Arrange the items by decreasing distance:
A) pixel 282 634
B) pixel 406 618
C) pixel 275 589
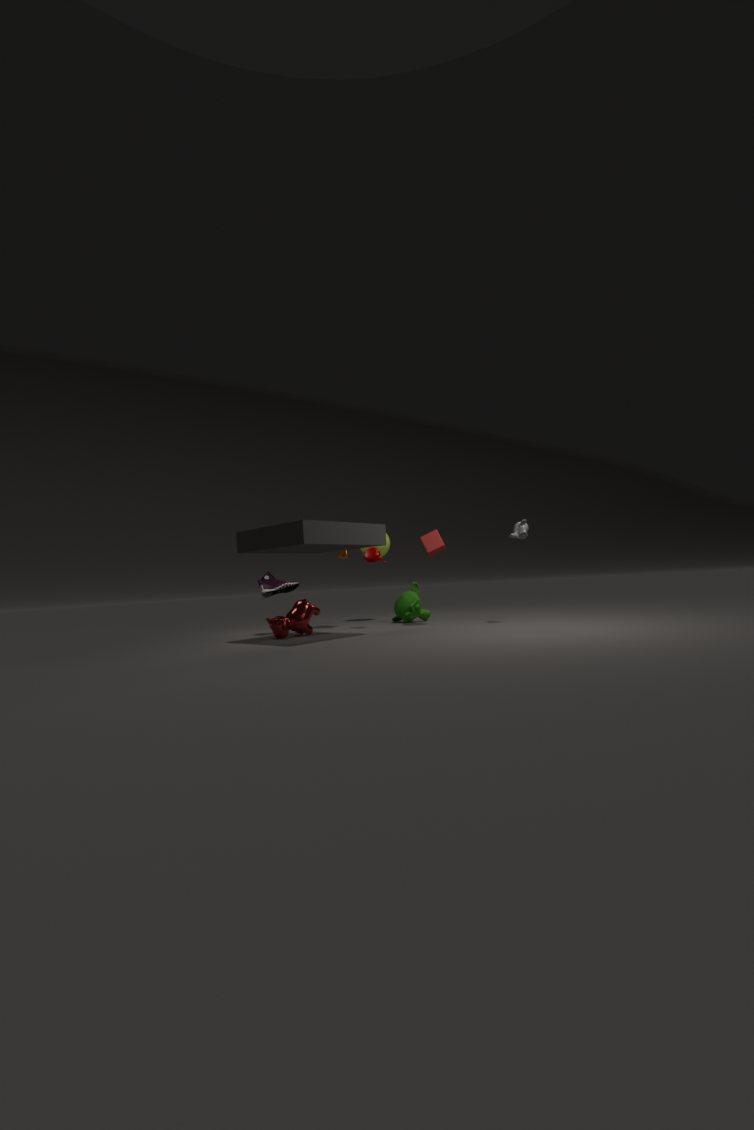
1. pixel 406 618
2. pixel 275 589
3. pixel 282 634
